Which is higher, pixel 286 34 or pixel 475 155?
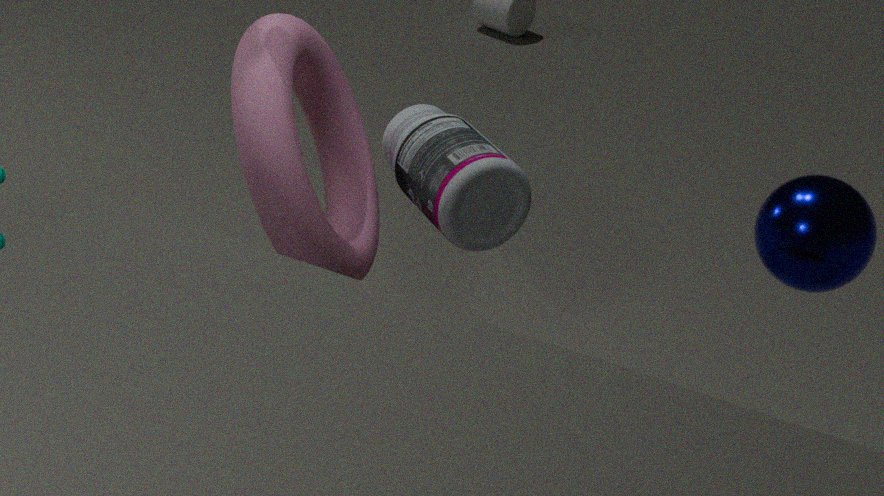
pixel 286 34
